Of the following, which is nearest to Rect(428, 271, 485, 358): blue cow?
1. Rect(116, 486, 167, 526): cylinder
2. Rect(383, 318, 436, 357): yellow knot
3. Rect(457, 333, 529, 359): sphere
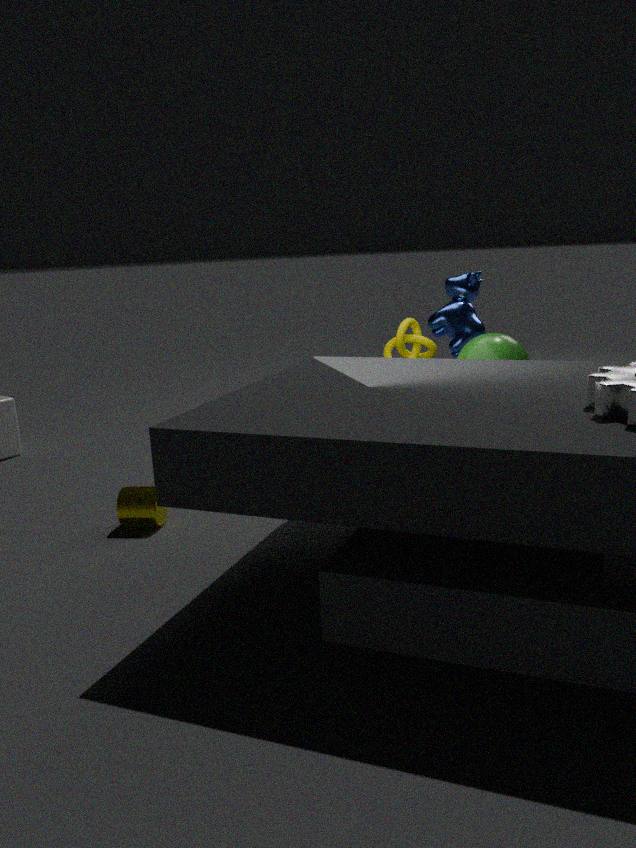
Rect(383, 318, 436, 357): yellow knot
